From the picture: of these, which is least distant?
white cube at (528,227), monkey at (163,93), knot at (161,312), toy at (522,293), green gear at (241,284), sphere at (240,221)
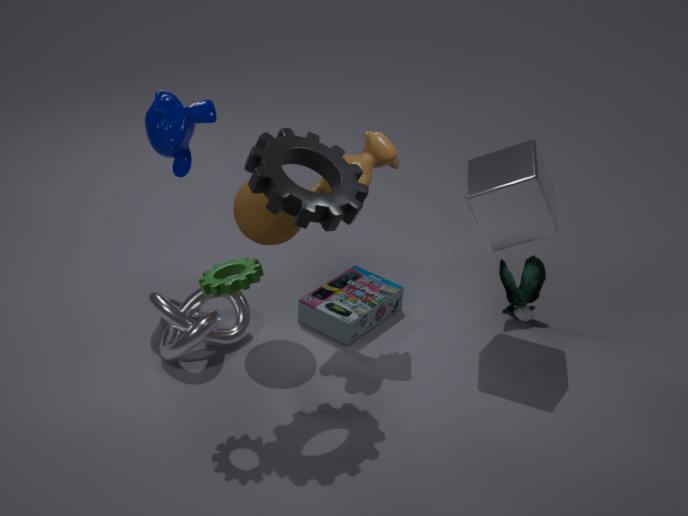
green gear at (241,284)
